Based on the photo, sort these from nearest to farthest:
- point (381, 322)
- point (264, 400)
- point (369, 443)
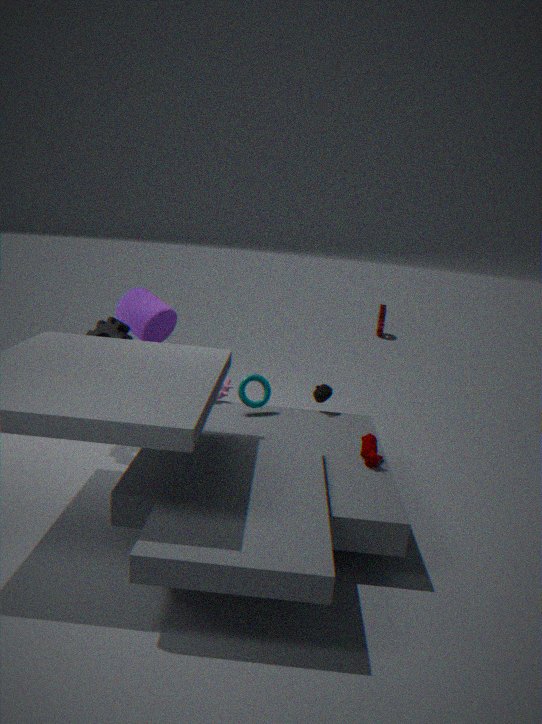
point (369, 443)
point (264, 400)
point (381, 322)
